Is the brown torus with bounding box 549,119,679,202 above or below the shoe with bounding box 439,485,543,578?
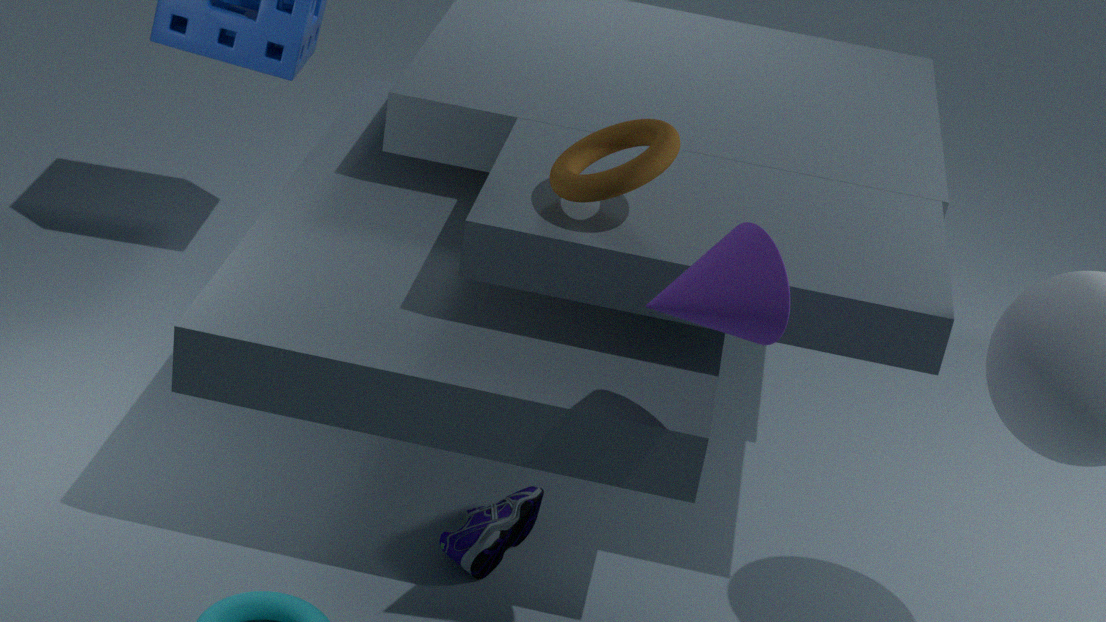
above
